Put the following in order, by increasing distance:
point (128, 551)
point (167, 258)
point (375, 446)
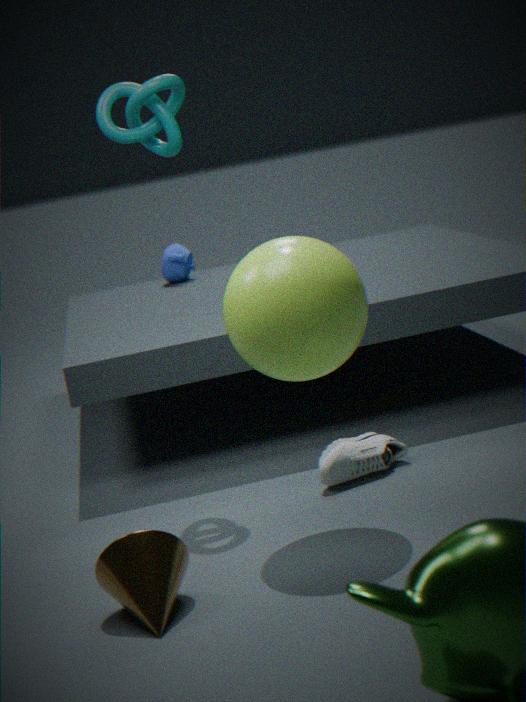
point (128, 551)
point (375, 446)
point (167, 258)
